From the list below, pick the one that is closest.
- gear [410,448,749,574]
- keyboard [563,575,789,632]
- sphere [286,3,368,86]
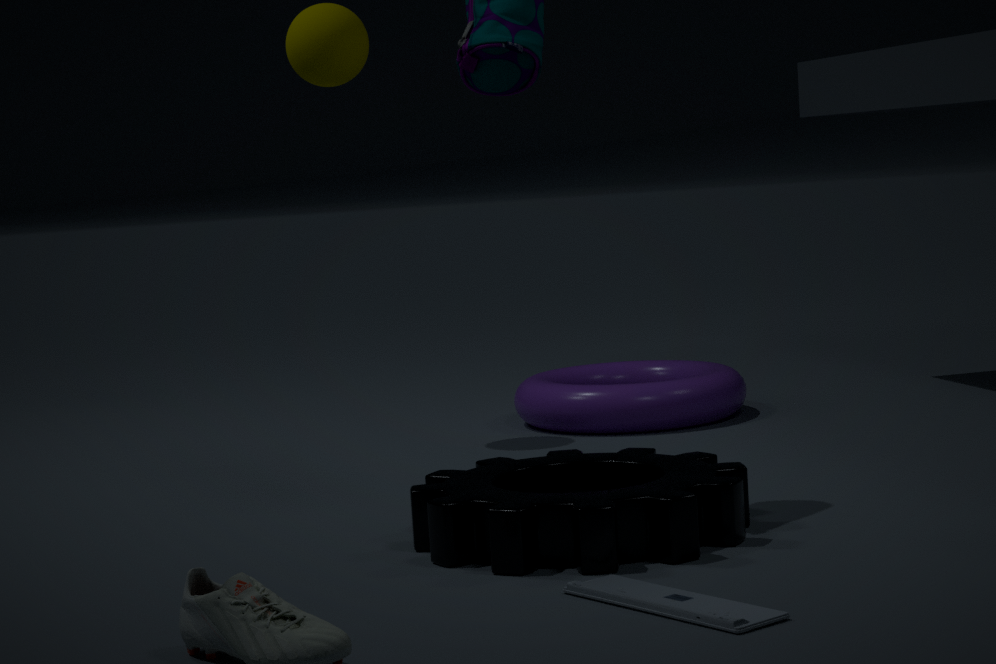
keyboard [563,575,789,632]
